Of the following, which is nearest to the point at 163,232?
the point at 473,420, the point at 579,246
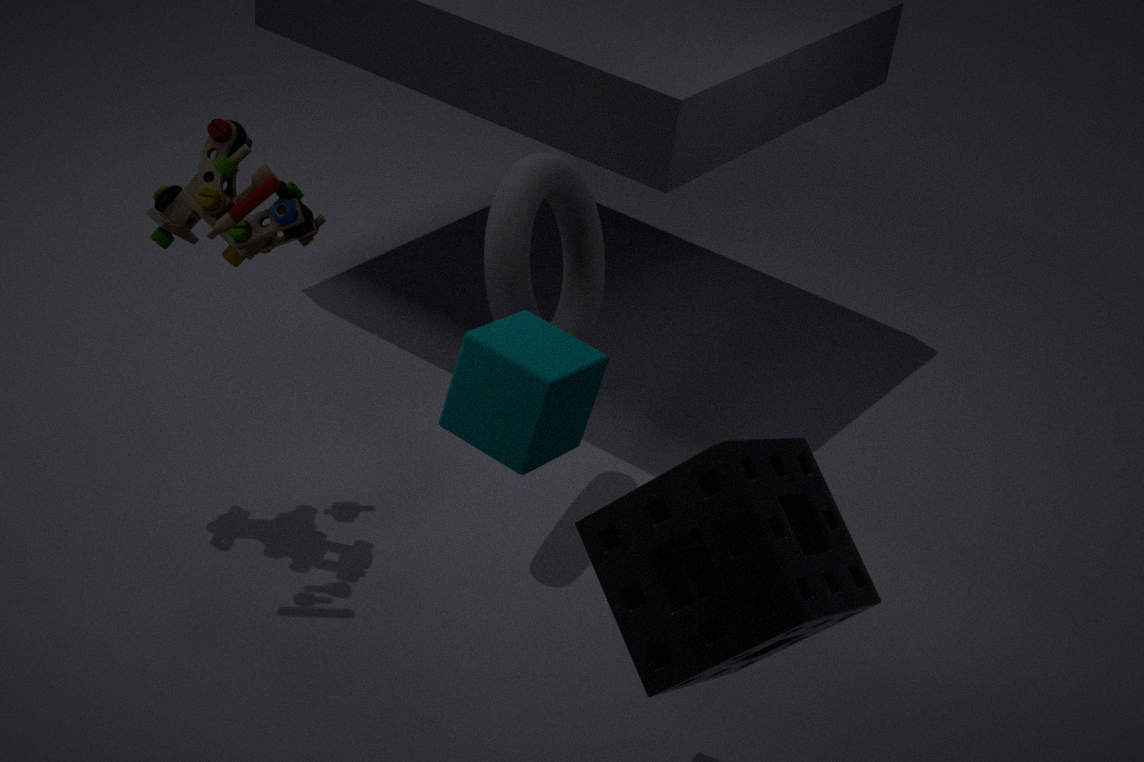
the point at 579,246
